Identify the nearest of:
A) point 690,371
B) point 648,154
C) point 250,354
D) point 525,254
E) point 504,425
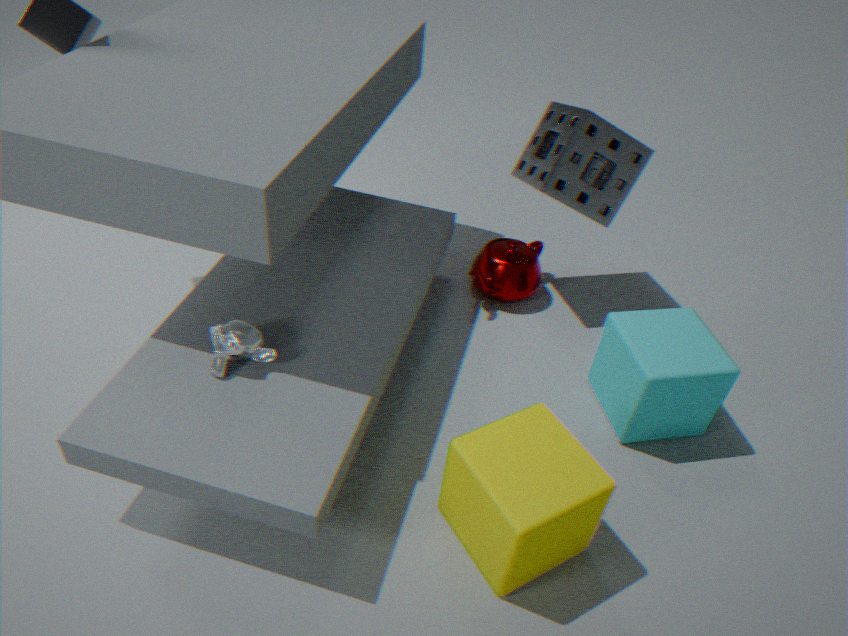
point 504,425
